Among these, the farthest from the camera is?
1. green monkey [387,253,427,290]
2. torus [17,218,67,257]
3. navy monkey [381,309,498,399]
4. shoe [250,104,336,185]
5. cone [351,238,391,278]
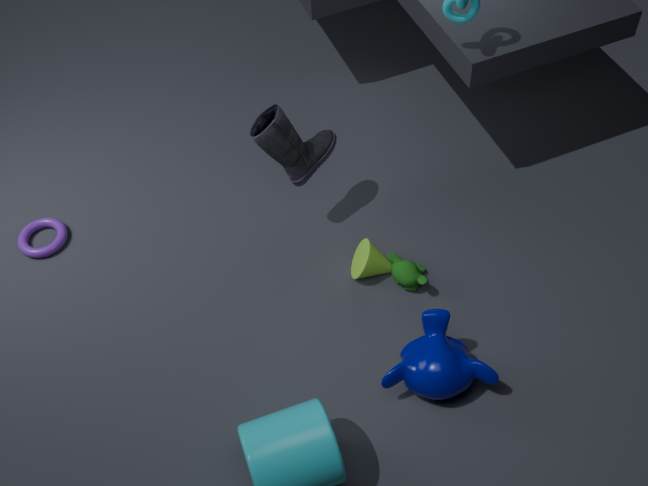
torus [17,218,67,257]
